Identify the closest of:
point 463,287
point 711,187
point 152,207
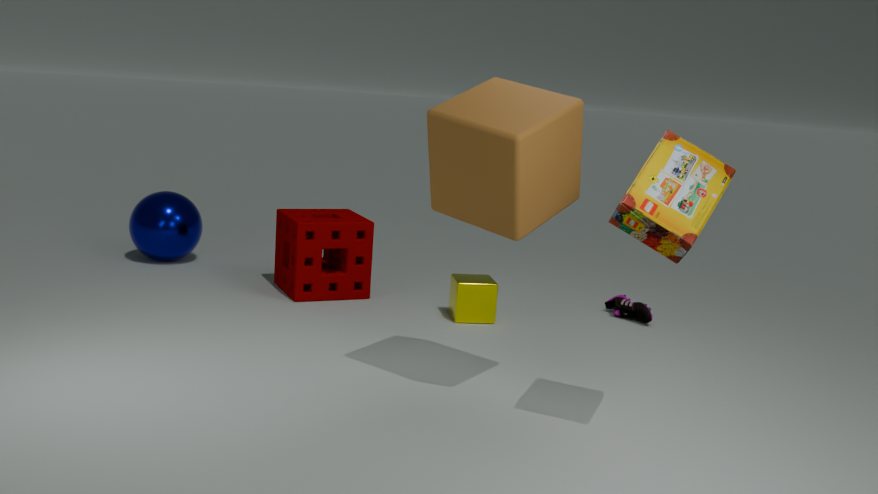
point 711,187
